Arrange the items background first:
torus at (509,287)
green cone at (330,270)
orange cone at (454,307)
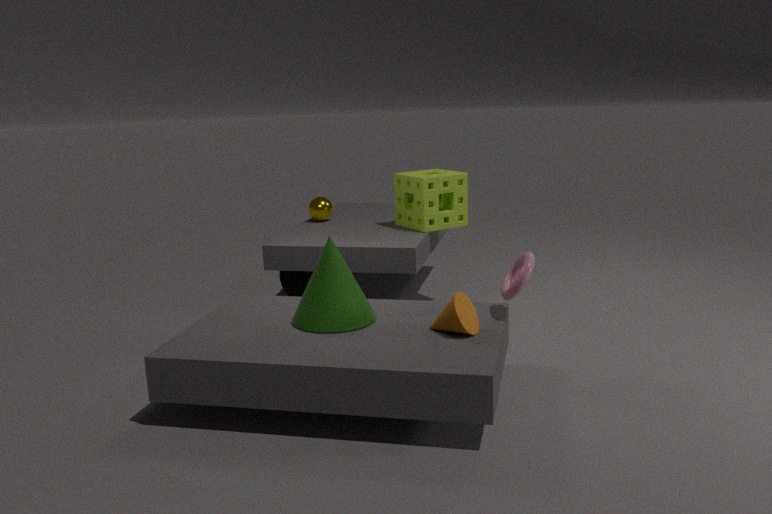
green cone at (330,270) → torus at (509,287) → orange cone at (454,307)
